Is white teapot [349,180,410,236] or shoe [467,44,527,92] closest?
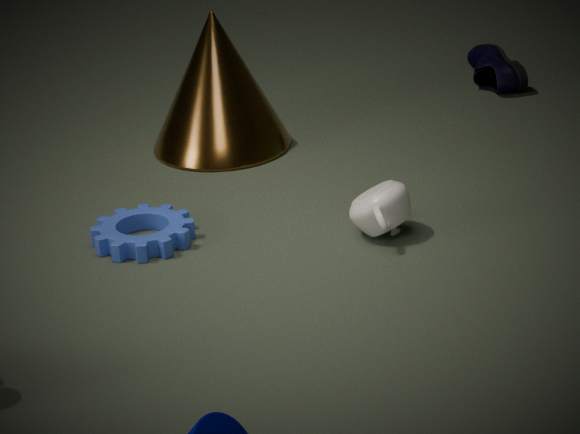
white teapot [349,180,410,236]
